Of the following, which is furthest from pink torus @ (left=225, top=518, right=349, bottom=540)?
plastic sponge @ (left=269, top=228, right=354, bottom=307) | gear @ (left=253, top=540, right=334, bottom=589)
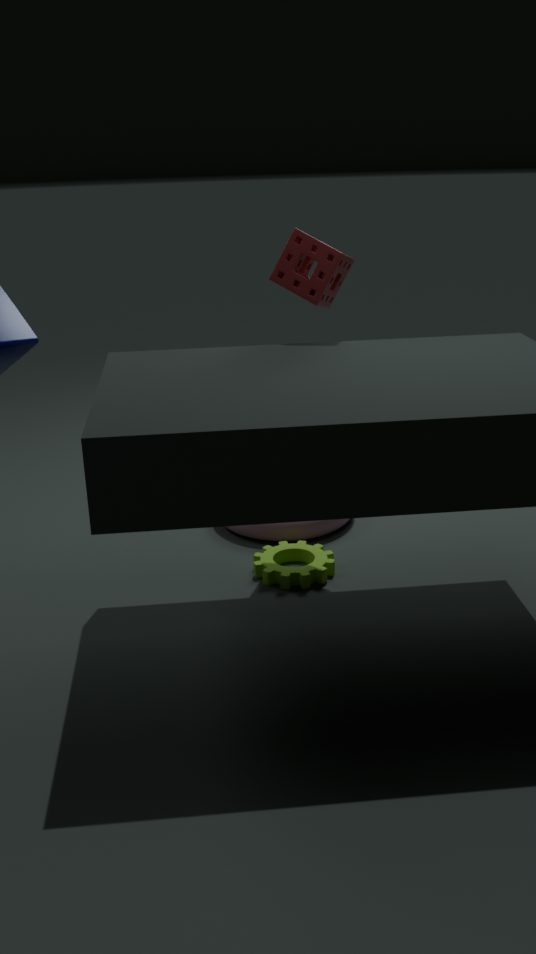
plastic sponge @ (left=269, top=228, right=354, bottom=307)
